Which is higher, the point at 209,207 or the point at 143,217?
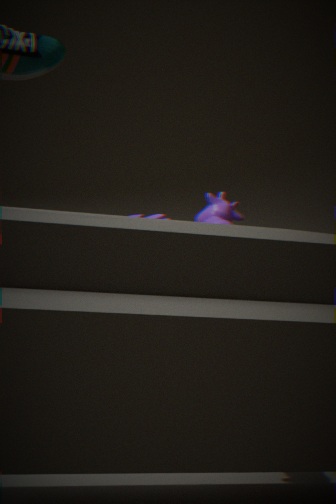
the point at 209,207
